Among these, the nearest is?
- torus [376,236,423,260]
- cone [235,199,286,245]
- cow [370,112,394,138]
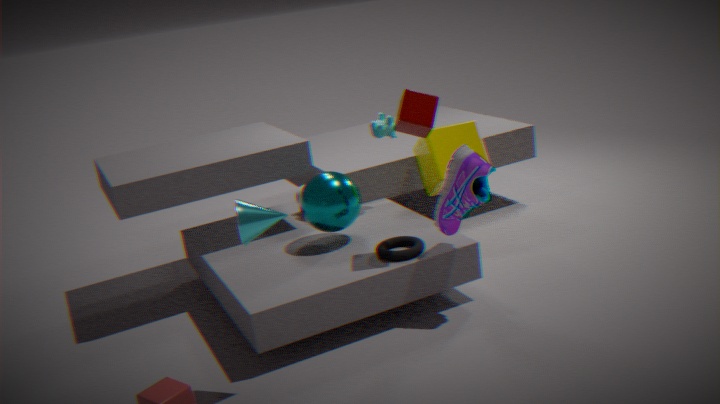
cone [235,199,286,245]
